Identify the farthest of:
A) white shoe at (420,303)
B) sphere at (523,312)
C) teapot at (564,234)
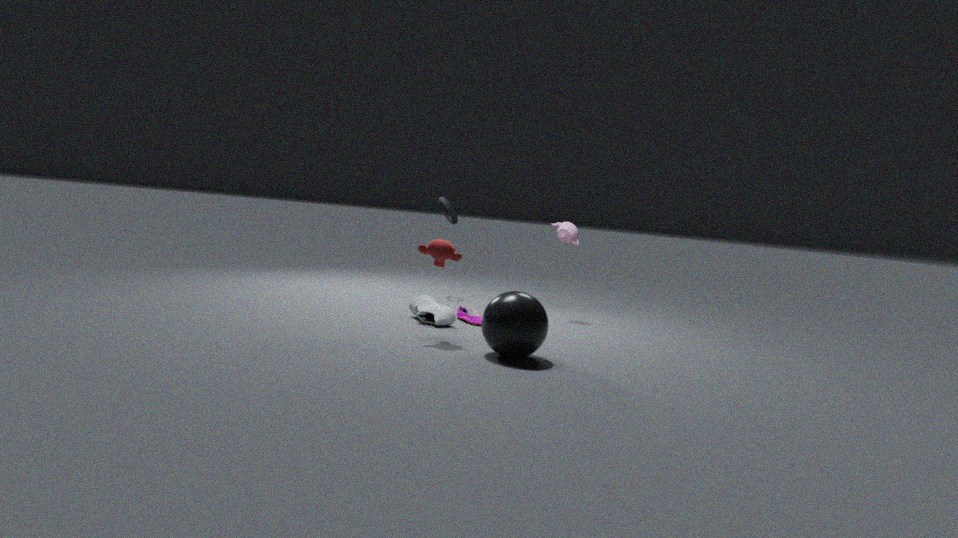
teapot at (564,234)
